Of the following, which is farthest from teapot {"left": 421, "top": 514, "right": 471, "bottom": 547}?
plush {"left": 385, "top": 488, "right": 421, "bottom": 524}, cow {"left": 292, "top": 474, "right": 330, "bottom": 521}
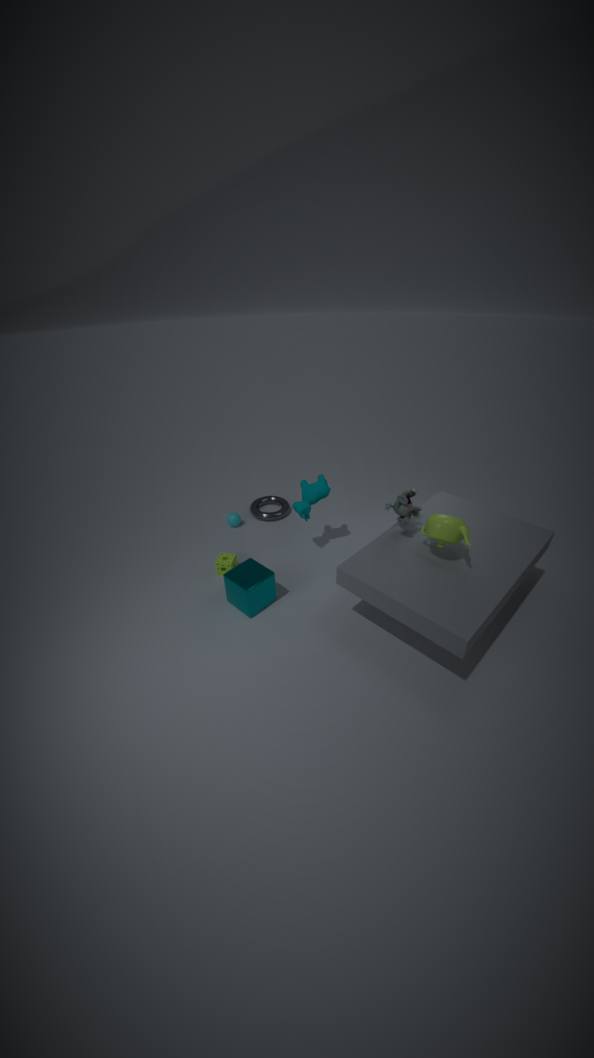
cow {"left": 292, "top": 474, "right": 330, "bottom": 521}
